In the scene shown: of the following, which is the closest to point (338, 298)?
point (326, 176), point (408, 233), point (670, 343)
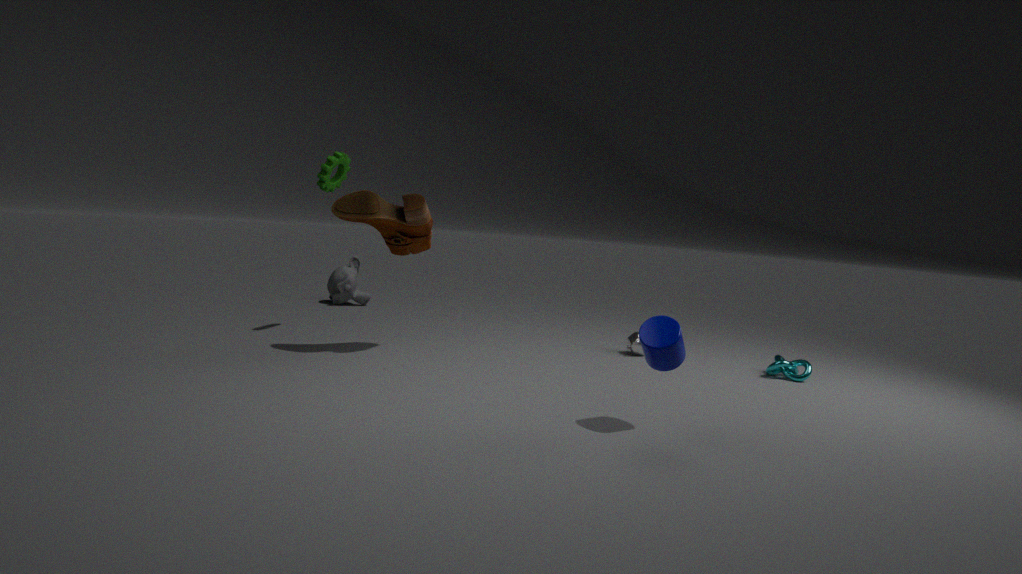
point (326, 176)
